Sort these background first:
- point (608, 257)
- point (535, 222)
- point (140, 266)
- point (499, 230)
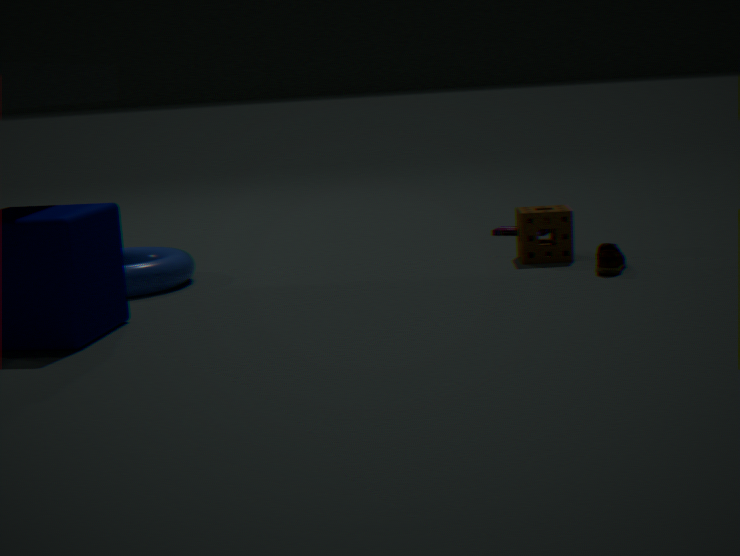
1. point (499, 230)
2. point (535, 222)
3. point (140, 266)
4. point (608, 257)
